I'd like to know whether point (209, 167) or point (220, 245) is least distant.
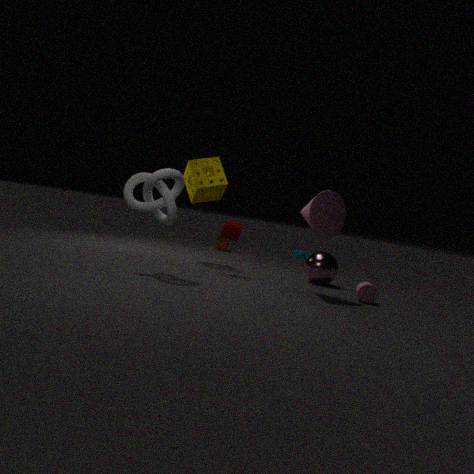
point (209, 167)
